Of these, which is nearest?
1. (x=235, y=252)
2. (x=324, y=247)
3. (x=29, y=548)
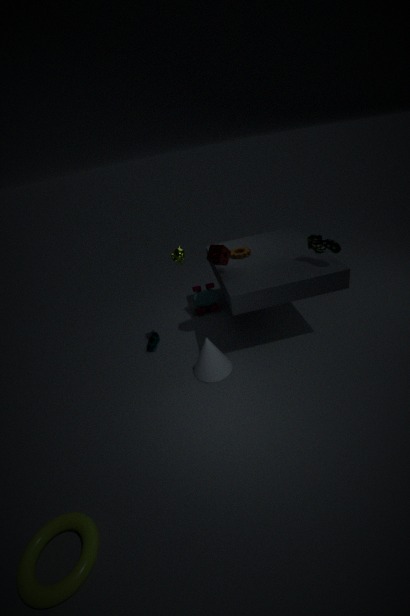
(x=29, y=548)
